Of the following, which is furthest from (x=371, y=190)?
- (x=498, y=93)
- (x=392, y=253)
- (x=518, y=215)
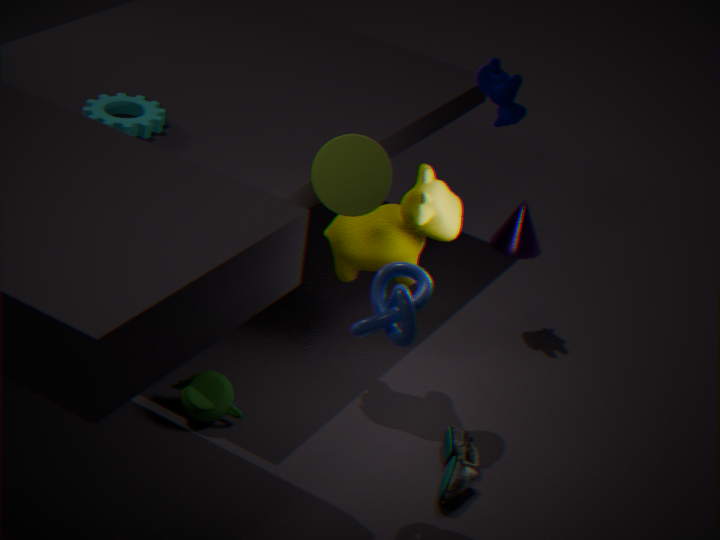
(x=518, y=215)
